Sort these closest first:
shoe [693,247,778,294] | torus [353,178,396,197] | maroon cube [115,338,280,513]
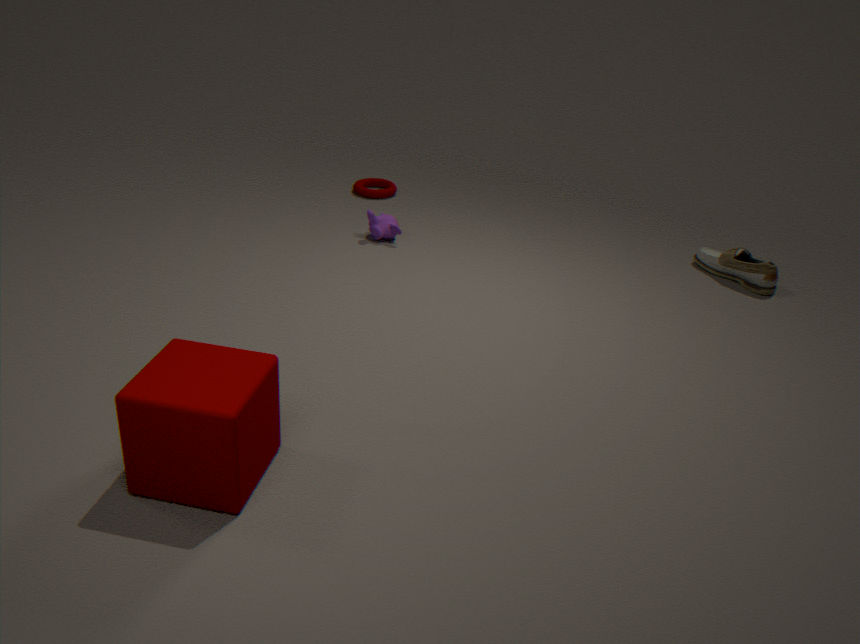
maroon cube [115,338,280,513], shoe [693,247,778,294], torus [353,178,396,197]
